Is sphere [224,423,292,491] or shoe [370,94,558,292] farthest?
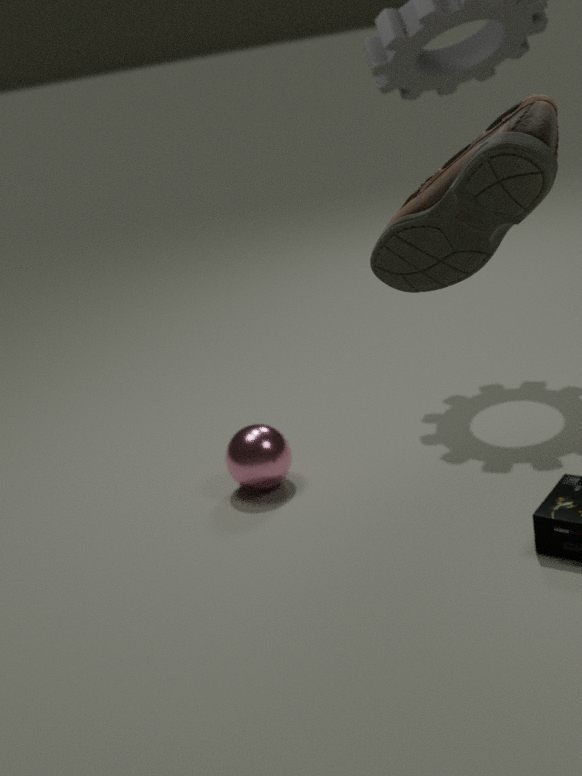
sphere [224,423,292,491]
